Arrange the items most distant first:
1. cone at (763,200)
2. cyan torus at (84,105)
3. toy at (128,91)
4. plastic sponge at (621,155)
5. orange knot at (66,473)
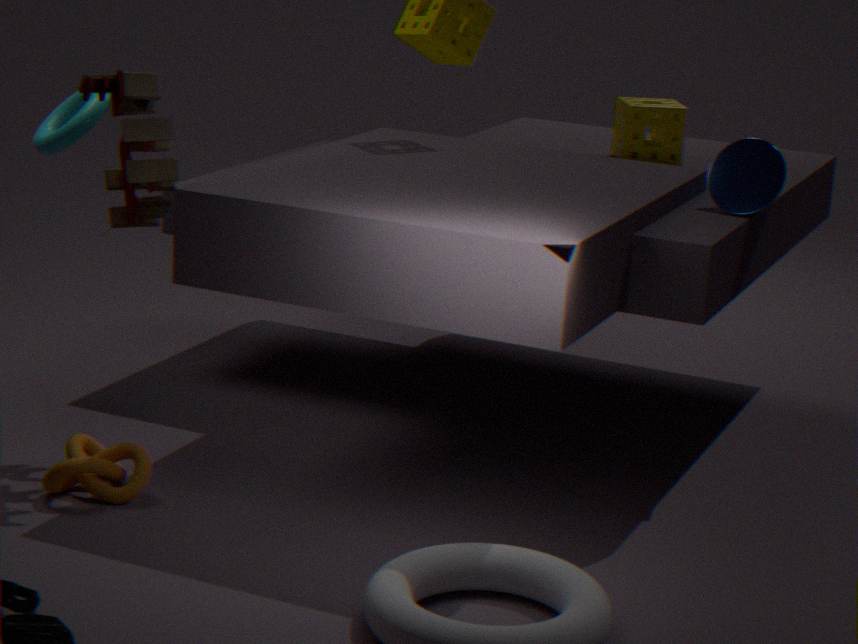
plastic sponge at (621,155)
cyan torus at (84,105)
cone at (763,200)
toy at (128,91)
orange knot at (66,473)
